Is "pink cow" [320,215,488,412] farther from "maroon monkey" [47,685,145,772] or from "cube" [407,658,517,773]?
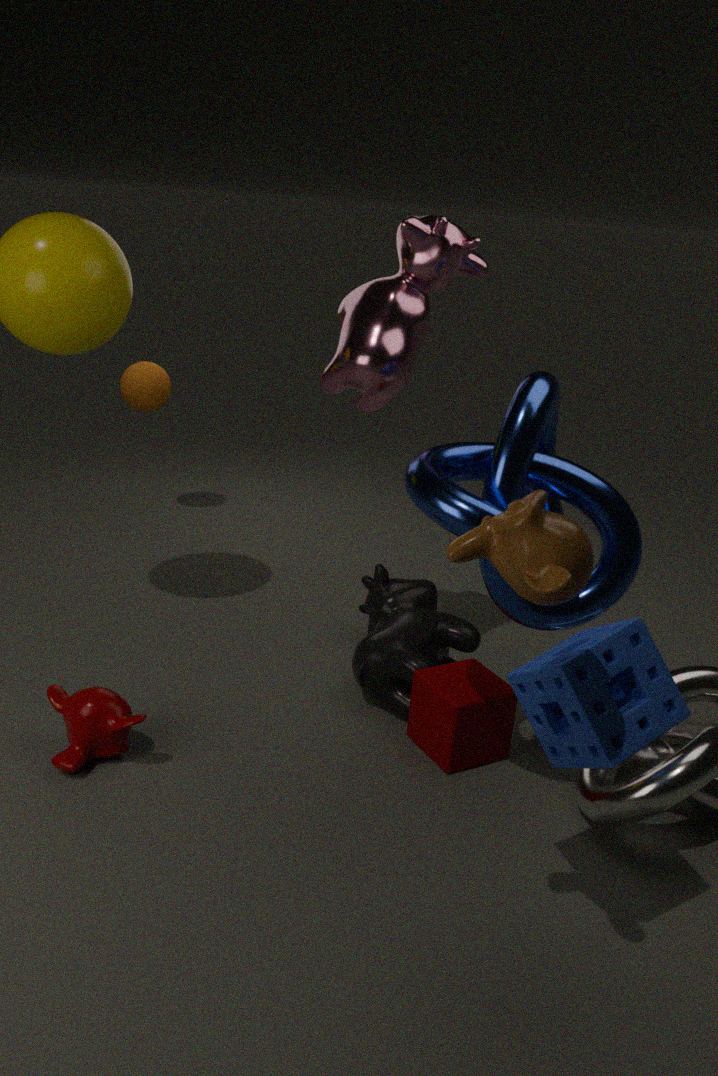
"maroon monkey" [47,685,145,772]
